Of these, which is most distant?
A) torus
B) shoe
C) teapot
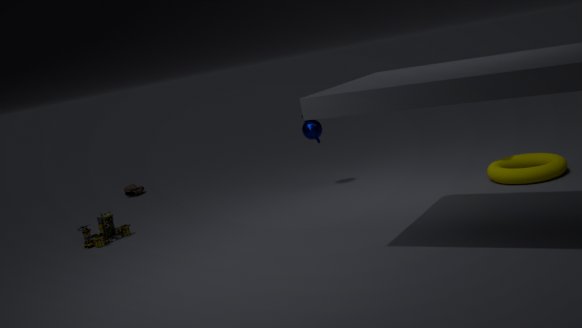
B. shoe
